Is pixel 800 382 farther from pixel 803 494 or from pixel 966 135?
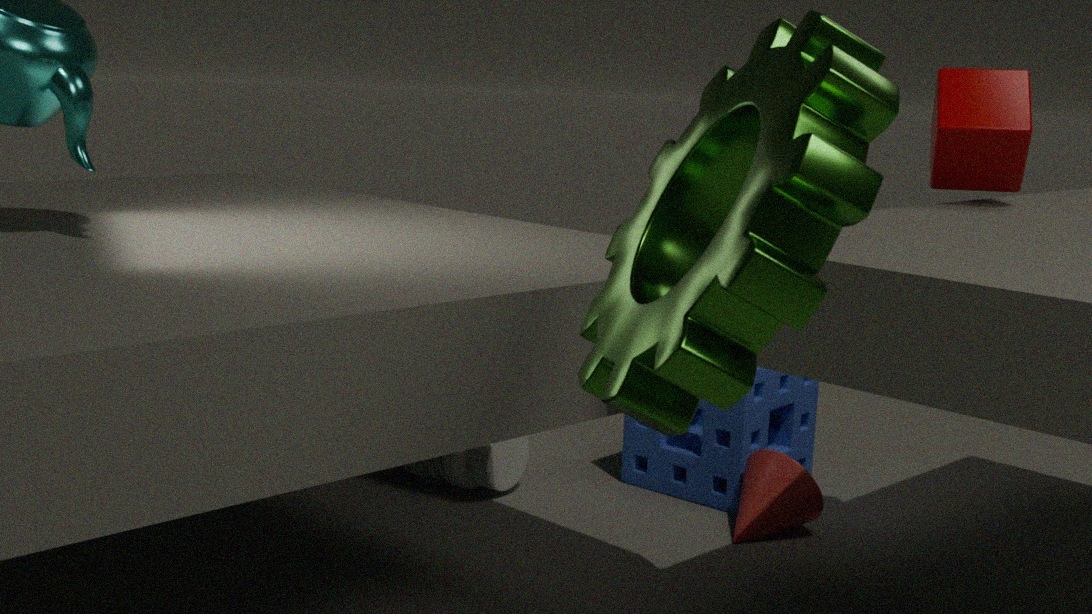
pixel 966 135
